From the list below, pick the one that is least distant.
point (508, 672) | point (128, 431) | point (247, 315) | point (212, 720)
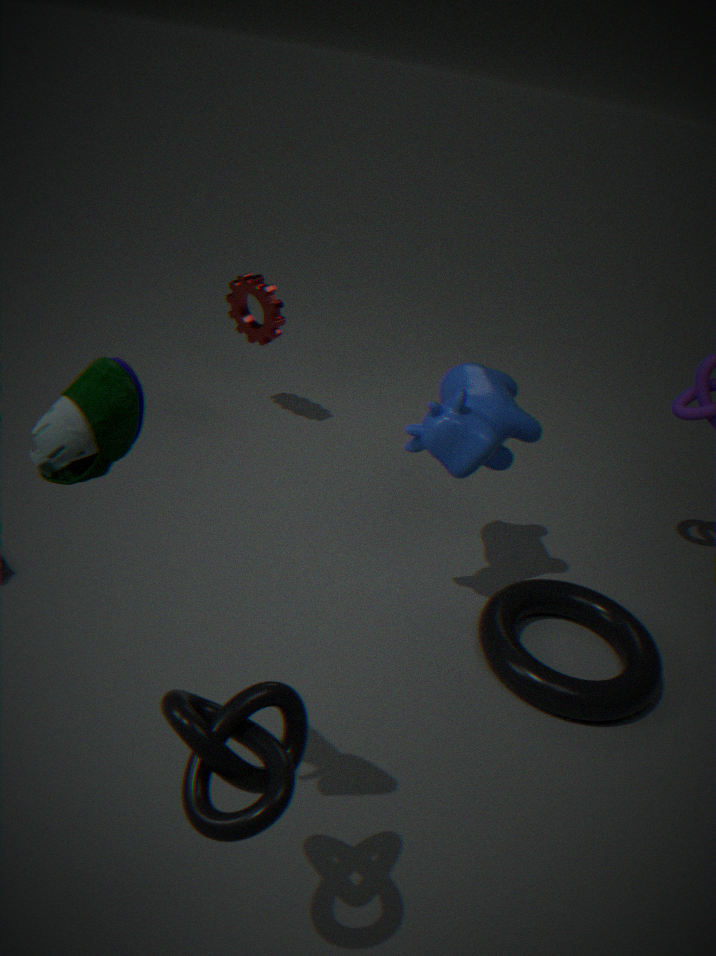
point (128, 431)
